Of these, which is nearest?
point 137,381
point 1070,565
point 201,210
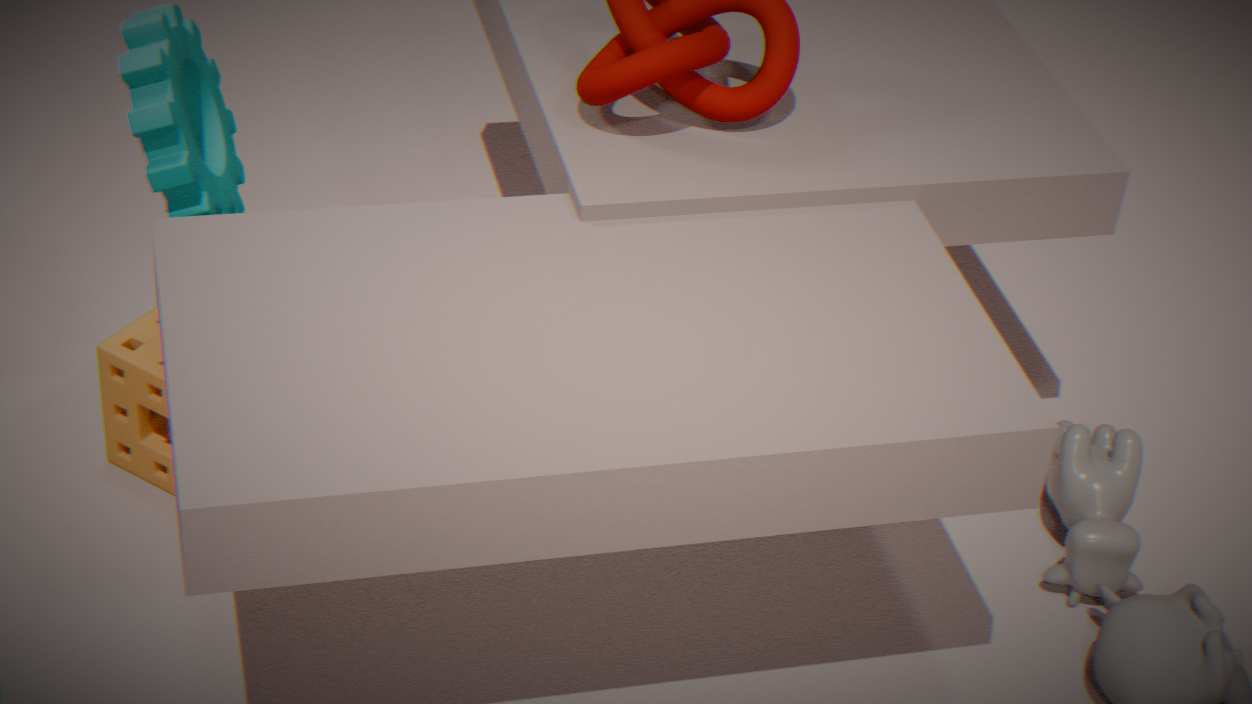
point 201,210
